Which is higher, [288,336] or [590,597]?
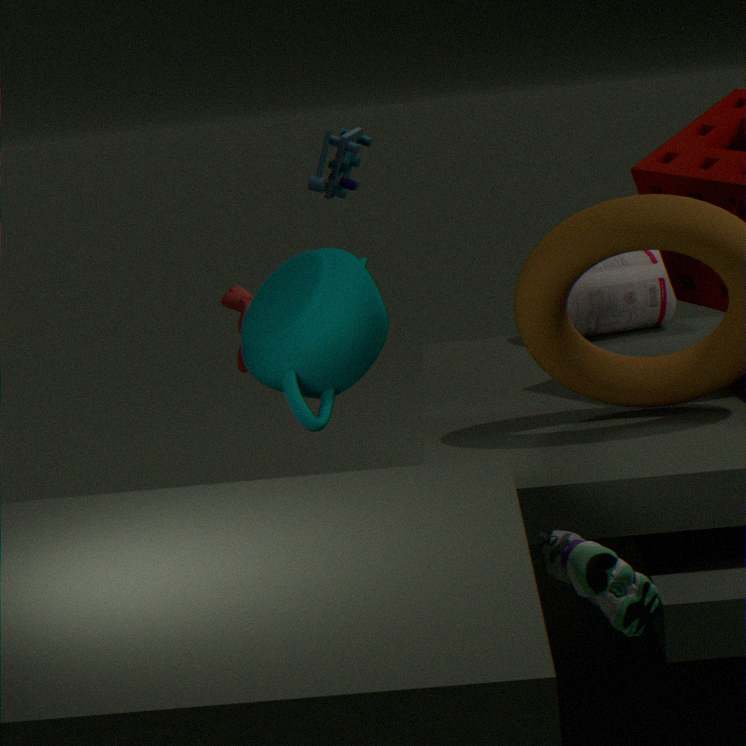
[288,336]
